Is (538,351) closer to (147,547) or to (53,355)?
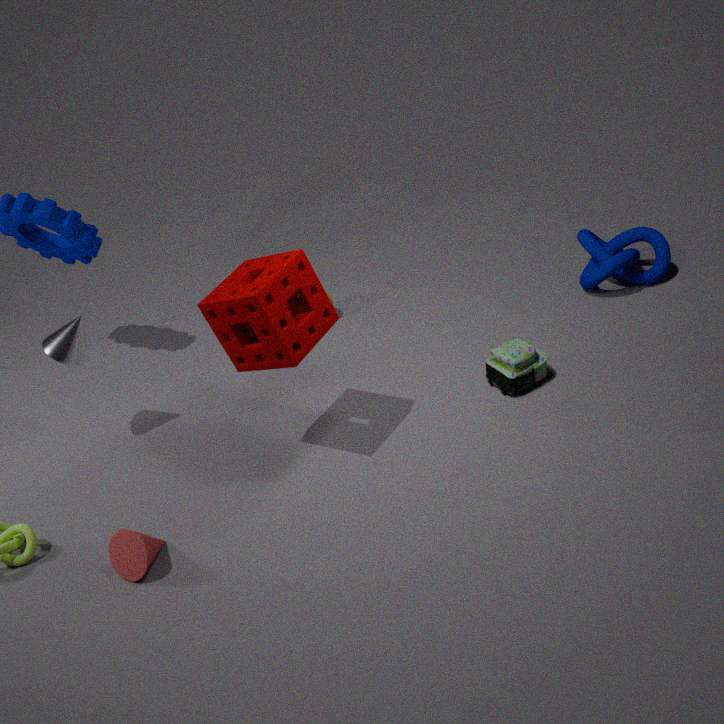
(147,547)
